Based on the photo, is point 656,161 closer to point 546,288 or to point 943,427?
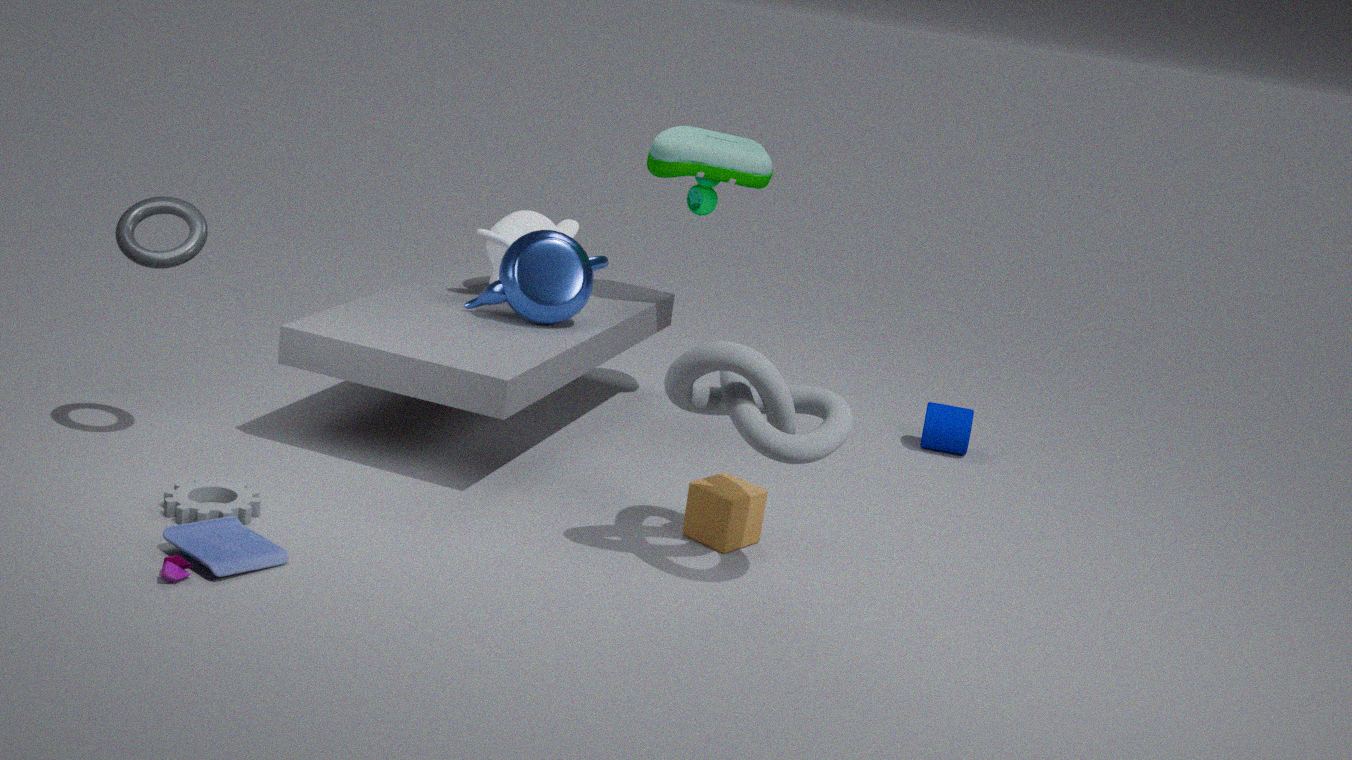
point 546,288
